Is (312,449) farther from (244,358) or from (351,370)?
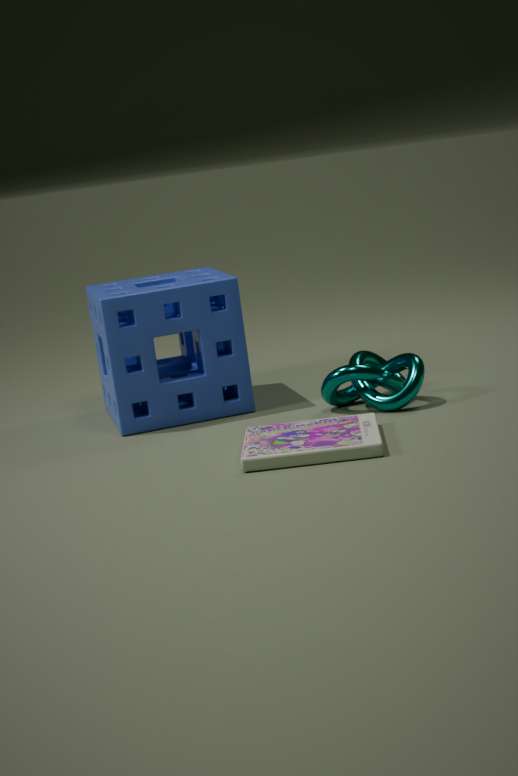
(244,358)
